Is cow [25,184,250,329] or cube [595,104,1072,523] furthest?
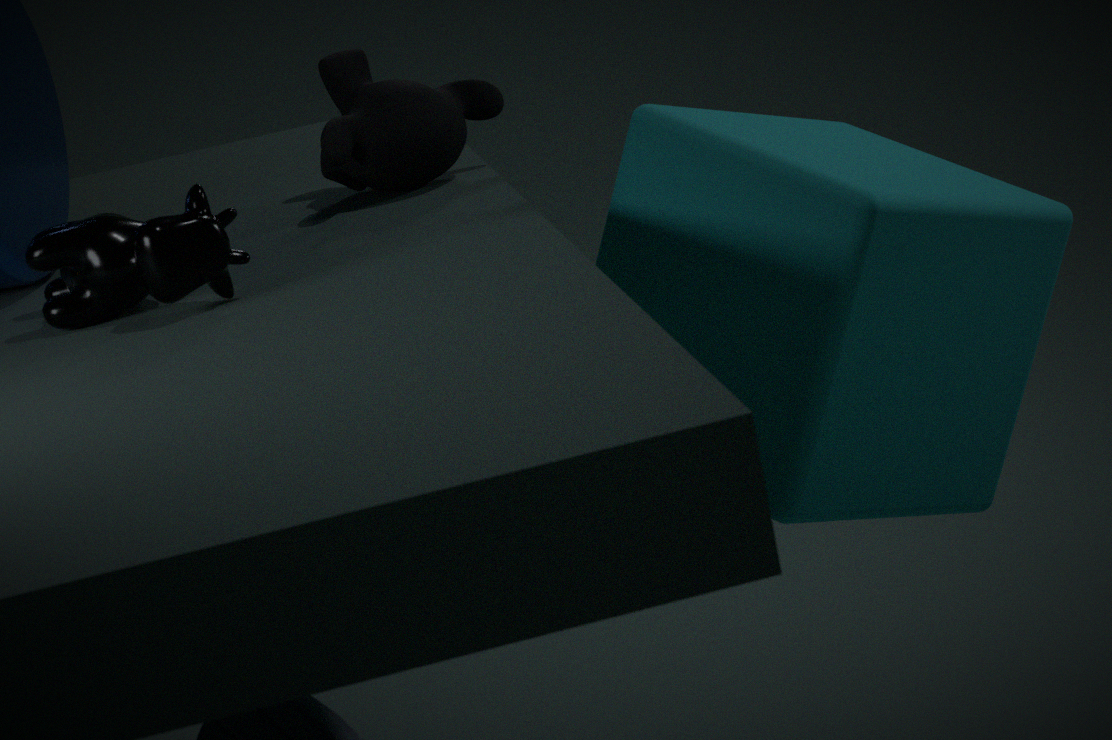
cube [595,104,1072,523]
